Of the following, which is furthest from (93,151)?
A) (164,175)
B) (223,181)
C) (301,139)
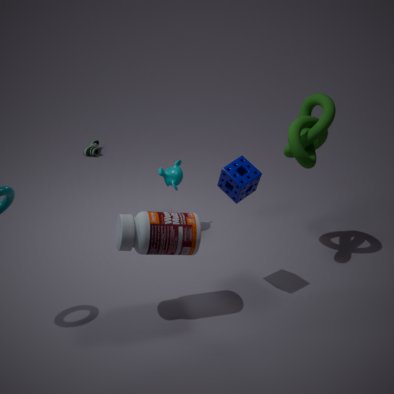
(223,181)
